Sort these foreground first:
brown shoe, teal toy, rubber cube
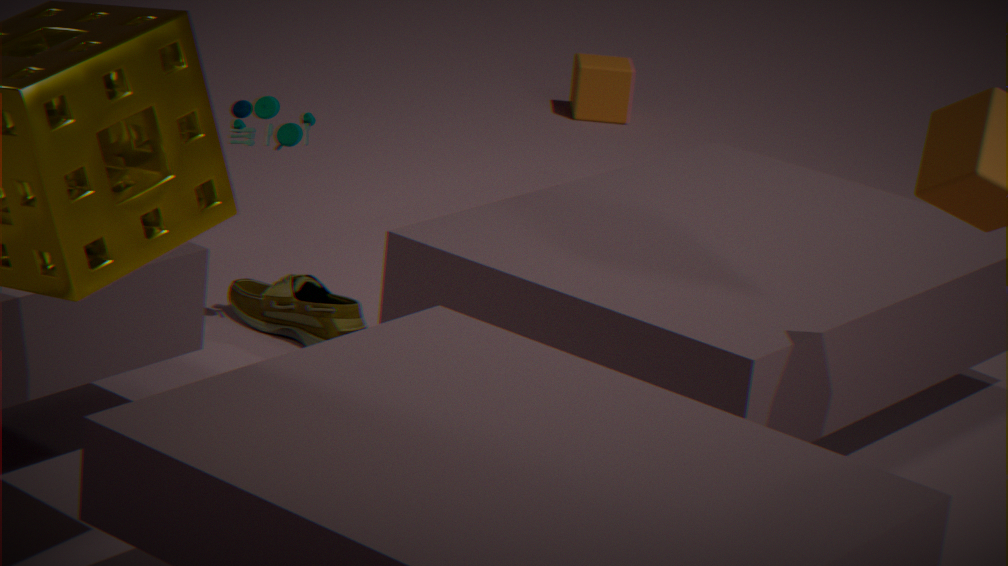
teal toy < brown shoe < rubber cube
